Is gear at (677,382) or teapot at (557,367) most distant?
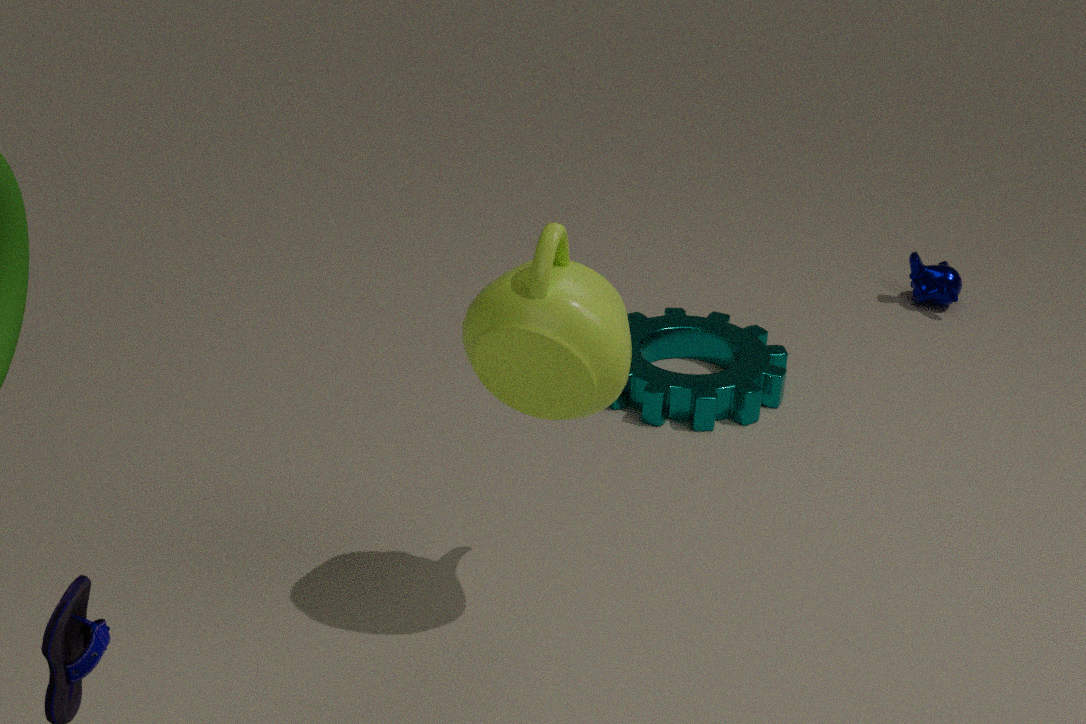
gear at (677,382)
